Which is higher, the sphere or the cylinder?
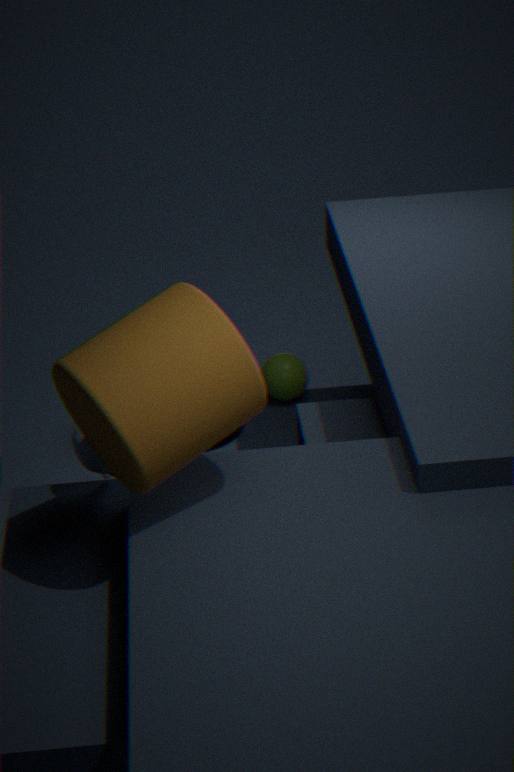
the cylinder
